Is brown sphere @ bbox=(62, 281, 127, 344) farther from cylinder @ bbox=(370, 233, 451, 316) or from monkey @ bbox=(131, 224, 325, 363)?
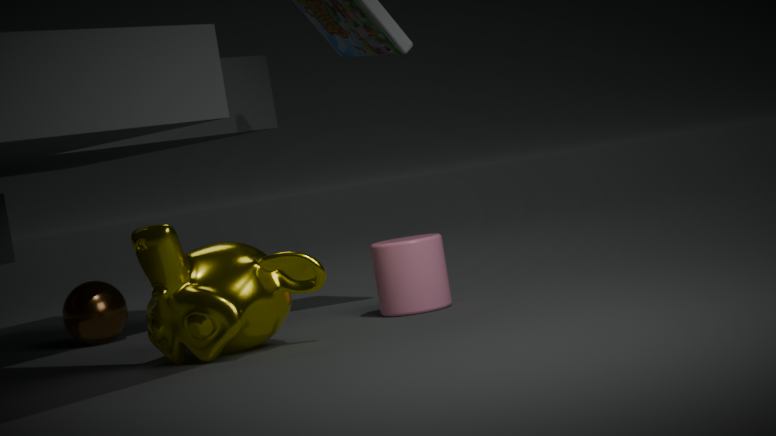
cylinder @ bbox=(370, 233, 451, 316)
